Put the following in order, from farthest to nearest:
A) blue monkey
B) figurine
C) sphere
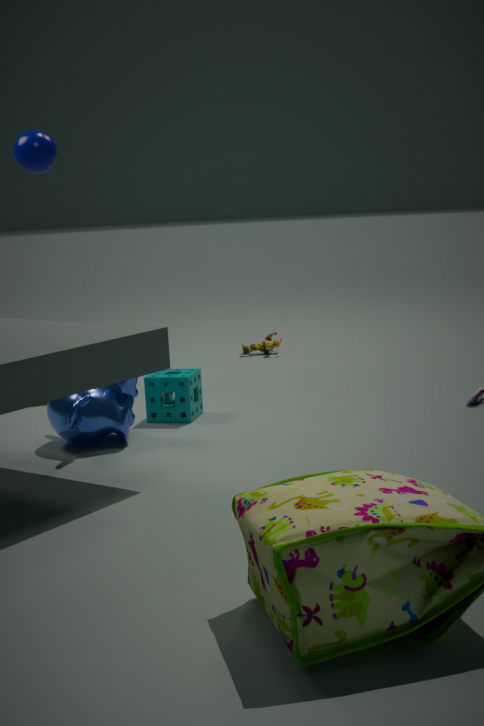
figurine
sphere
blue monkey
